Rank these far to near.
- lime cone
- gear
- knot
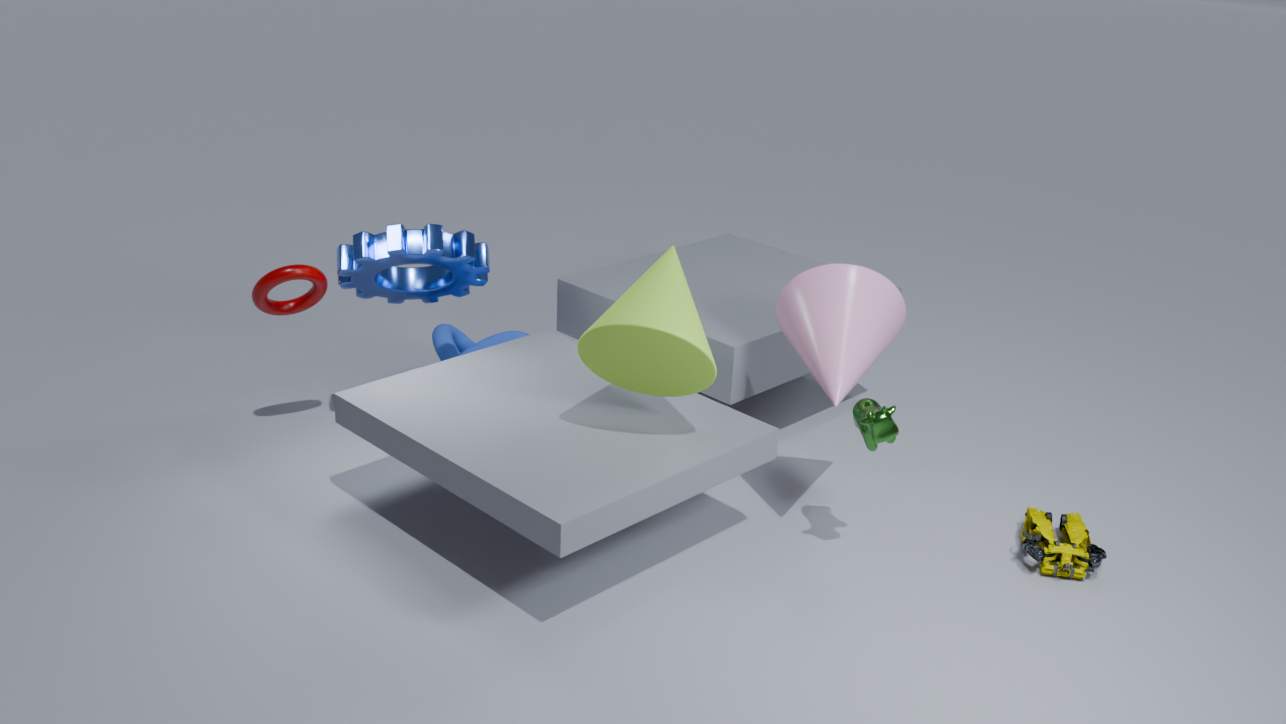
1. knot
2. gear
3. lime cone
